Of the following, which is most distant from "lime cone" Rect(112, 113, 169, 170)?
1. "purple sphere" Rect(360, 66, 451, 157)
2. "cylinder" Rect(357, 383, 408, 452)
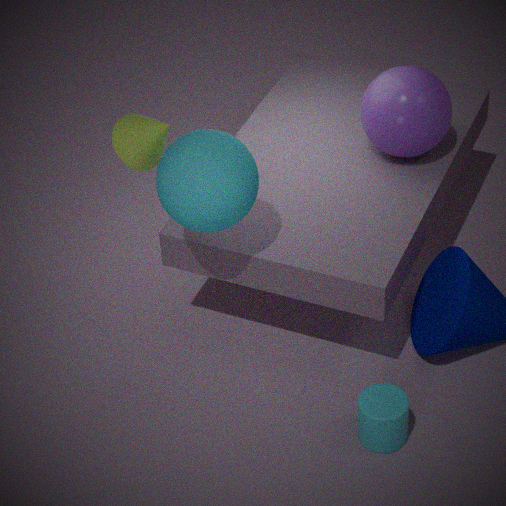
"cylinder" Rect(357, 383, 408, 452)
